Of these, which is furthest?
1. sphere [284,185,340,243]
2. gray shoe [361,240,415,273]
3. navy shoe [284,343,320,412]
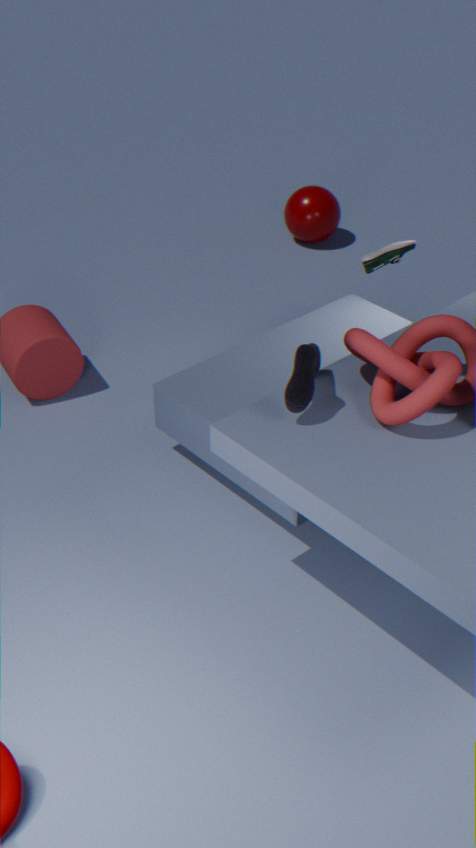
sphere [284,185,340,243]
